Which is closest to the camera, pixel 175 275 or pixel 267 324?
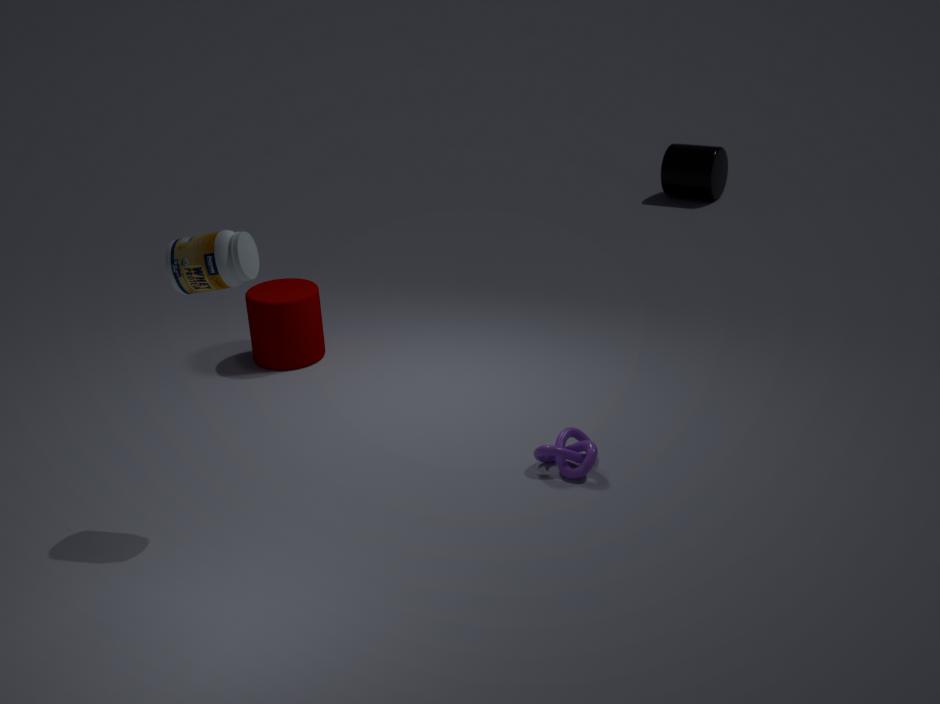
pixel 175 275
